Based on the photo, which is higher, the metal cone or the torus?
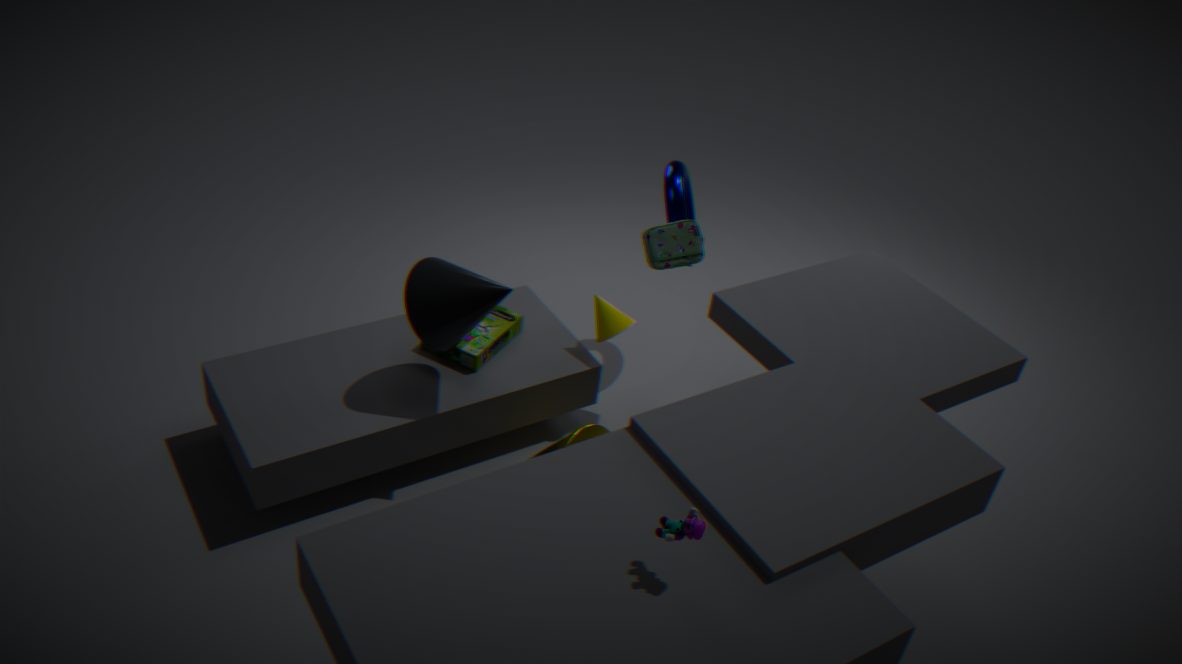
the torus
